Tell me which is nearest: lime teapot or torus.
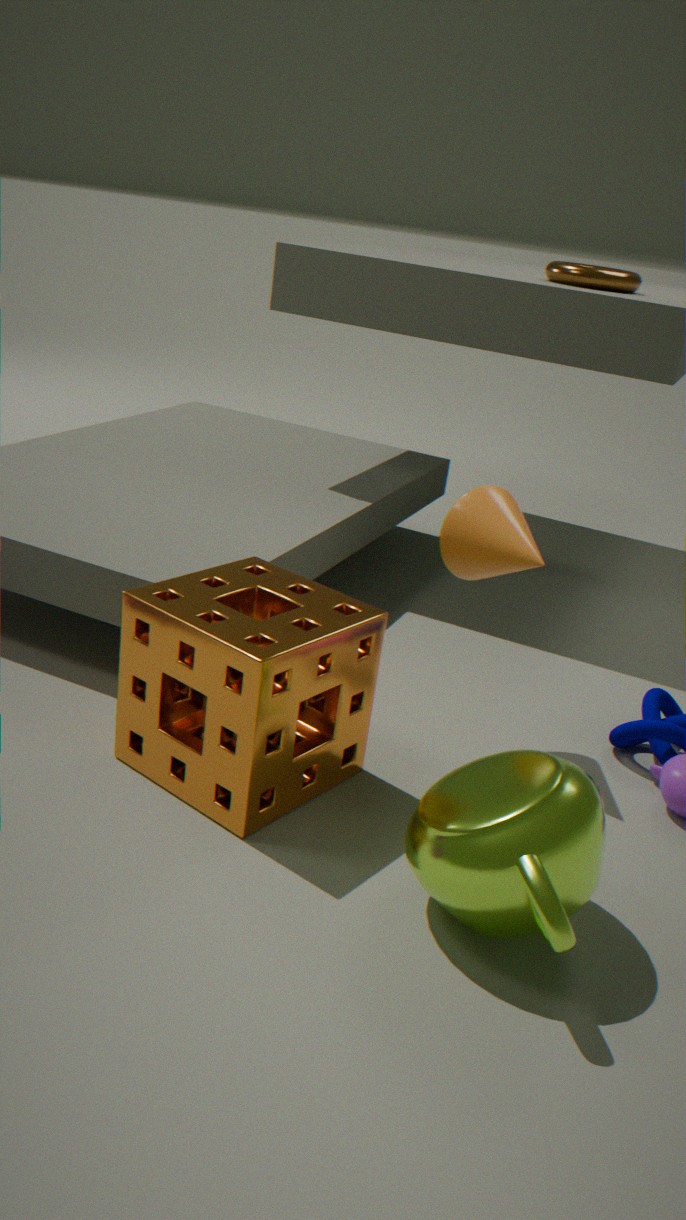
lime teapot
